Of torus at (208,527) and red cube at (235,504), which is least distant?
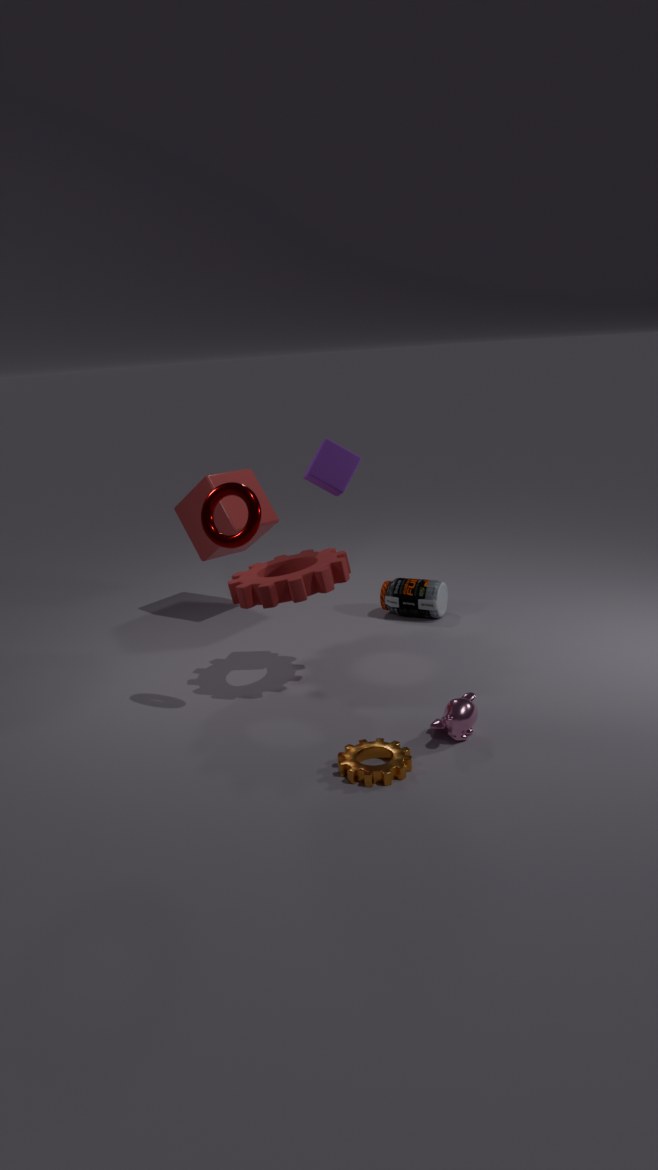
torus at (208,527)
